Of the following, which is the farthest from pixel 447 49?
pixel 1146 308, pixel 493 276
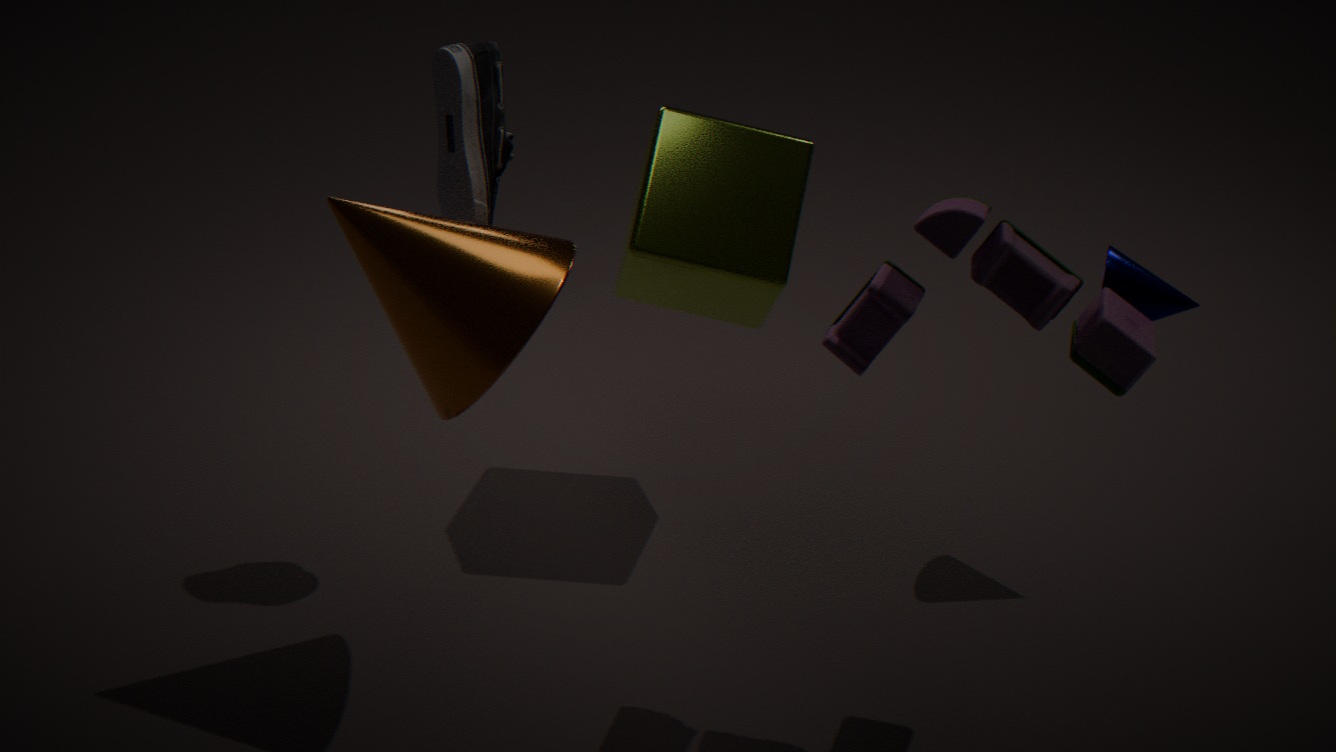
pixel 1146 308
